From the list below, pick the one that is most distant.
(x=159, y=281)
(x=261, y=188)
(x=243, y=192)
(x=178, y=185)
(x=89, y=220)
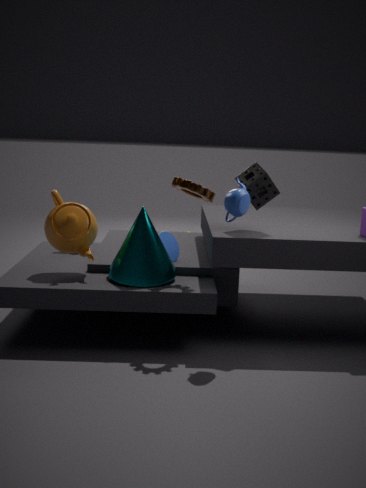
(x=261, y=188)
